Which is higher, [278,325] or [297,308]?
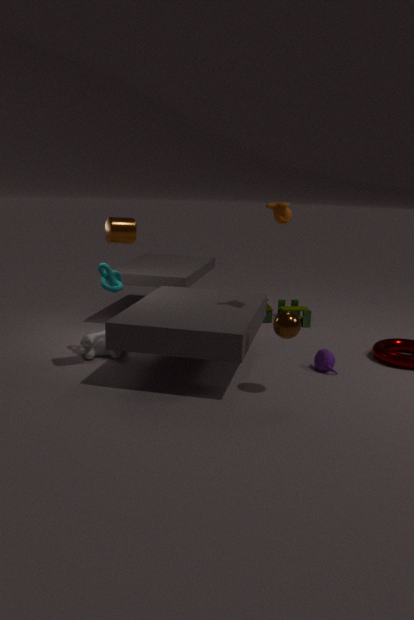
[278,325]
